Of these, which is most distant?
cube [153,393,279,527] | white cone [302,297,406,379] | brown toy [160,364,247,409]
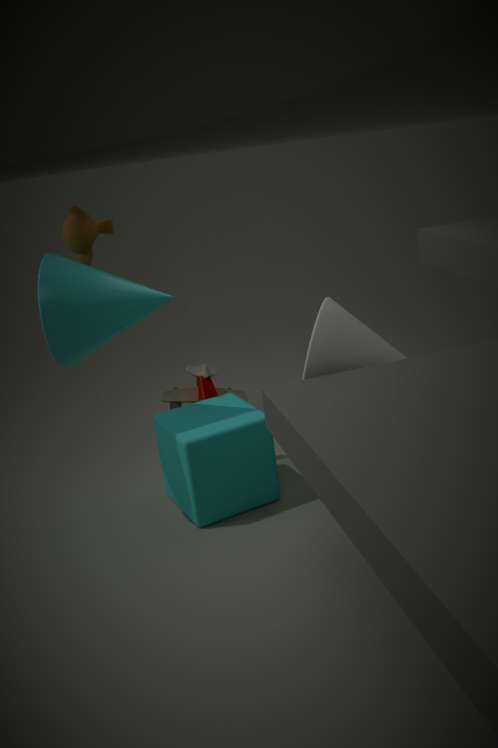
brown toy [160,364,247,409]
